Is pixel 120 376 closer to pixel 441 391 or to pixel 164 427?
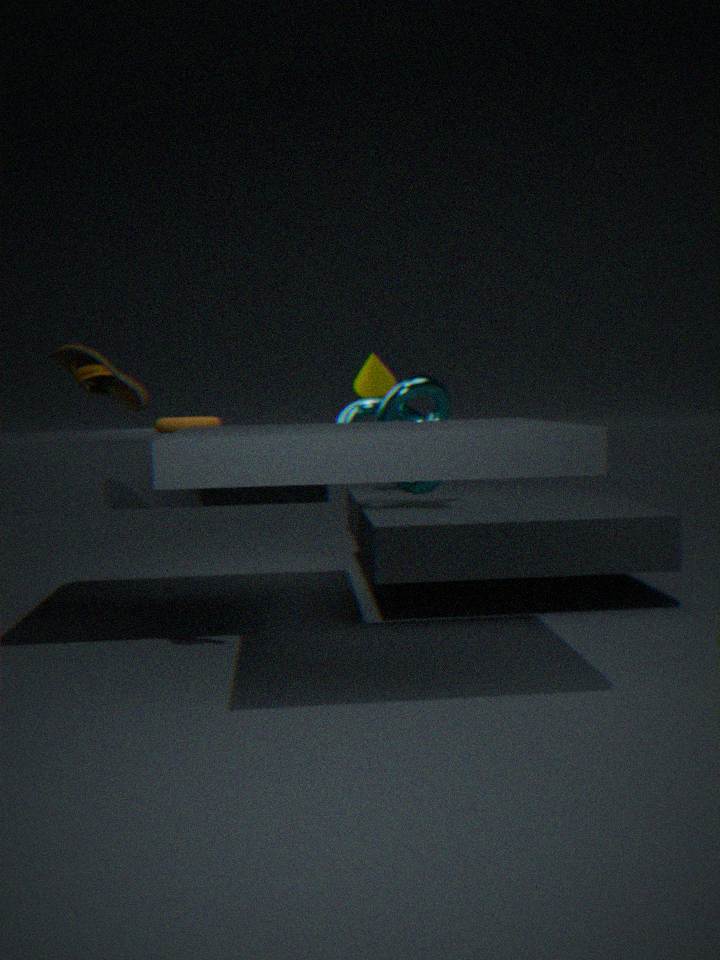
pixel 164 427
